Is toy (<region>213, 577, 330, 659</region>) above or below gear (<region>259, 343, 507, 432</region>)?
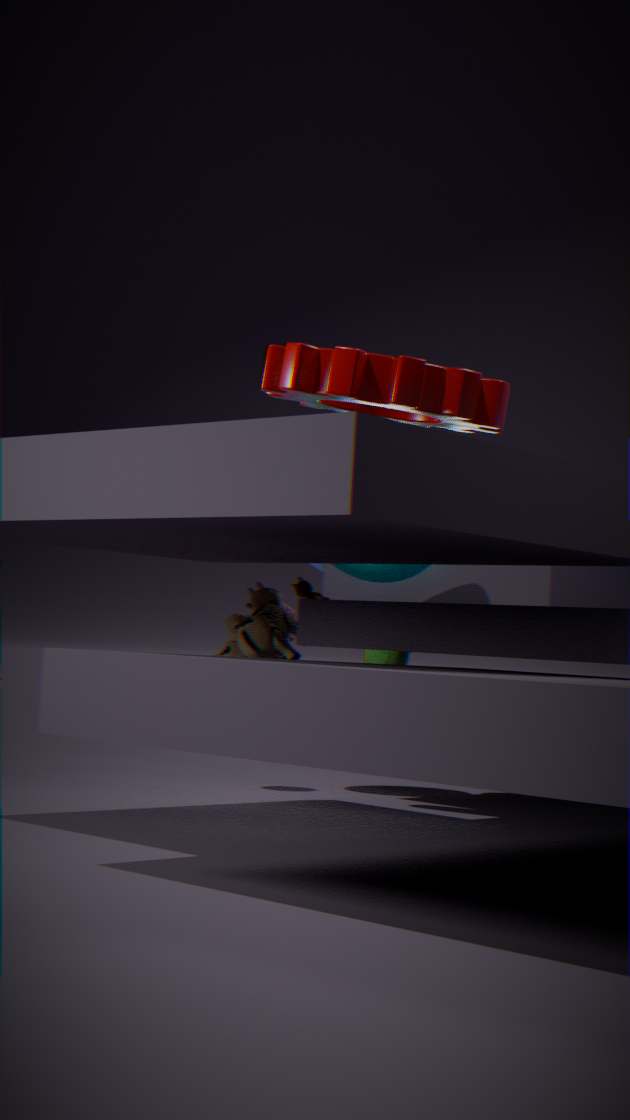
below
